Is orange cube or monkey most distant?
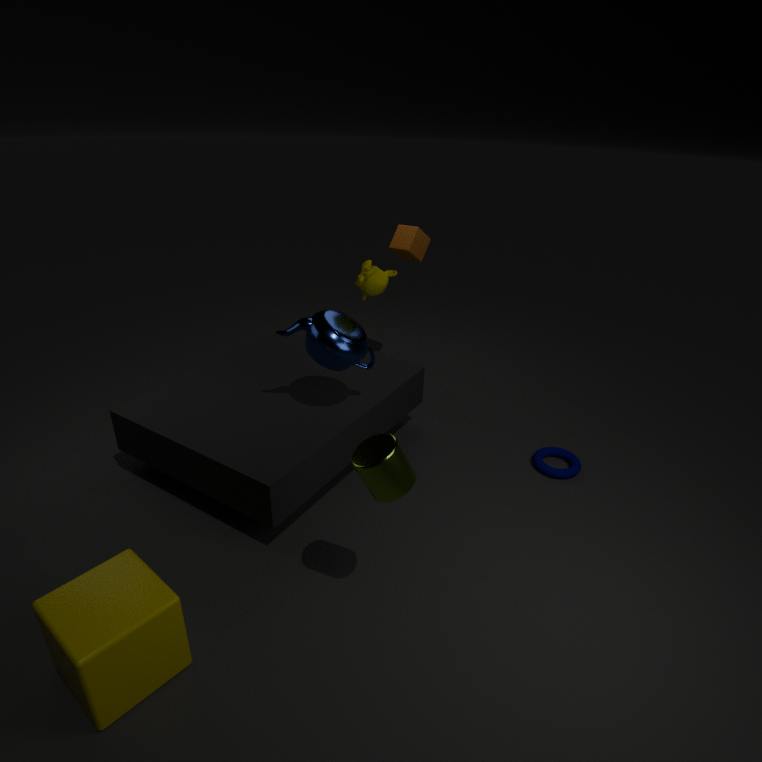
orange cube
